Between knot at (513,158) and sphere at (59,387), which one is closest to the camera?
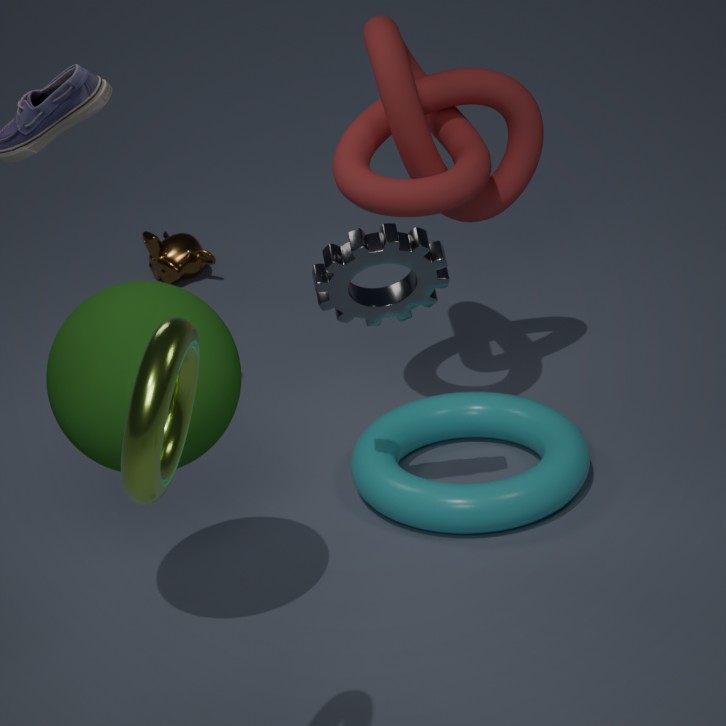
sphere at (59,387)
